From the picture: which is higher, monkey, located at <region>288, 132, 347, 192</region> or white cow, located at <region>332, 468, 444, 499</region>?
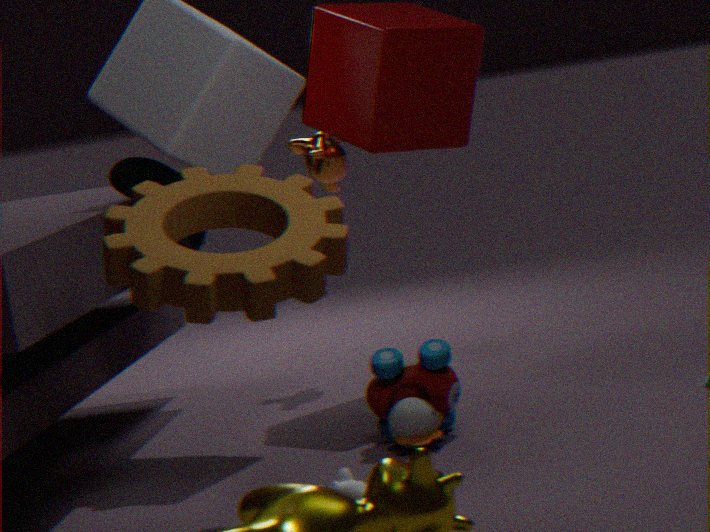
monkey, located at <region>288, 132, 347, 192</region>
